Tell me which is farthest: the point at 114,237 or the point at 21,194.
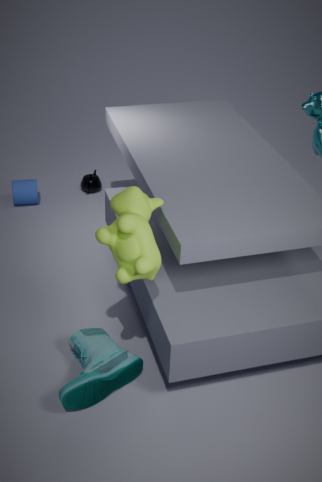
the point at 21,194
